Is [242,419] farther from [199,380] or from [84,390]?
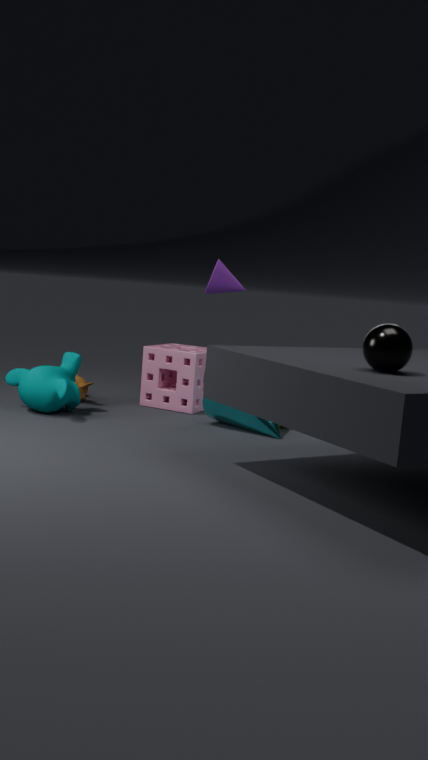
[84,390]
